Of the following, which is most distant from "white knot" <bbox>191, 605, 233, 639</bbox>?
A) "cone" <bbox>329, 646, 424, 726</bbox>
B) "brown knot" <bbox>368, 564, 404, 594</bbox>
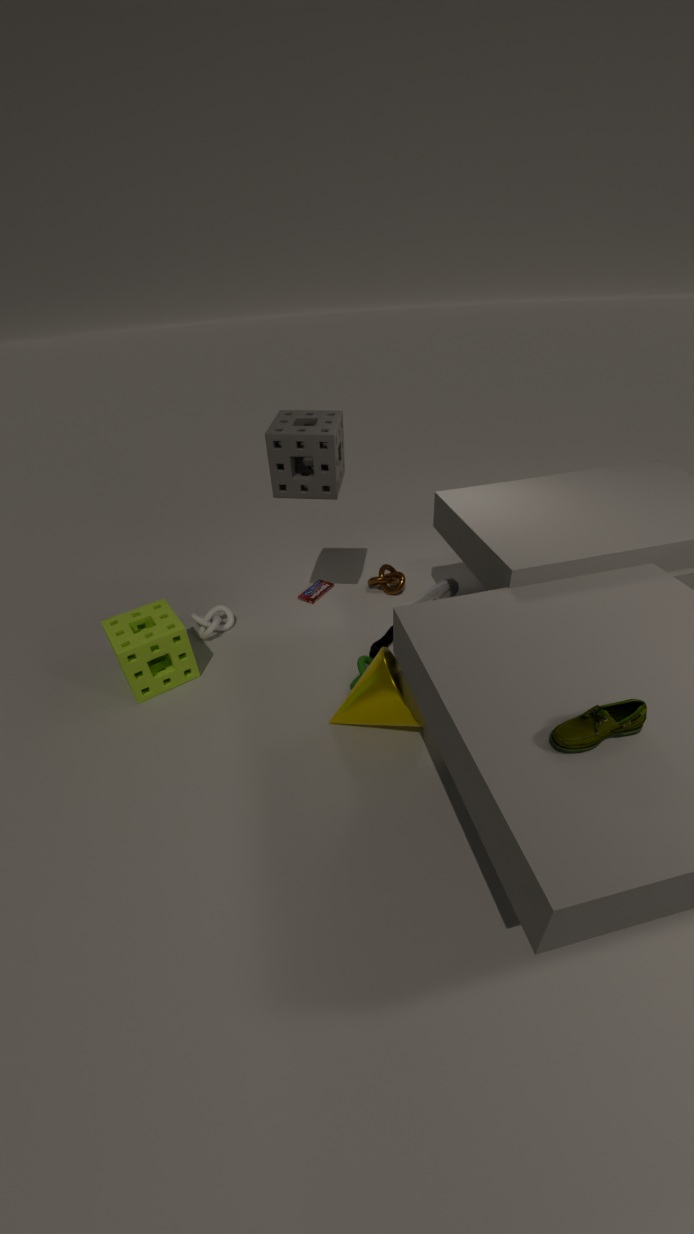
"cone" <bbox>329, 646, 424, 726</bbox>
